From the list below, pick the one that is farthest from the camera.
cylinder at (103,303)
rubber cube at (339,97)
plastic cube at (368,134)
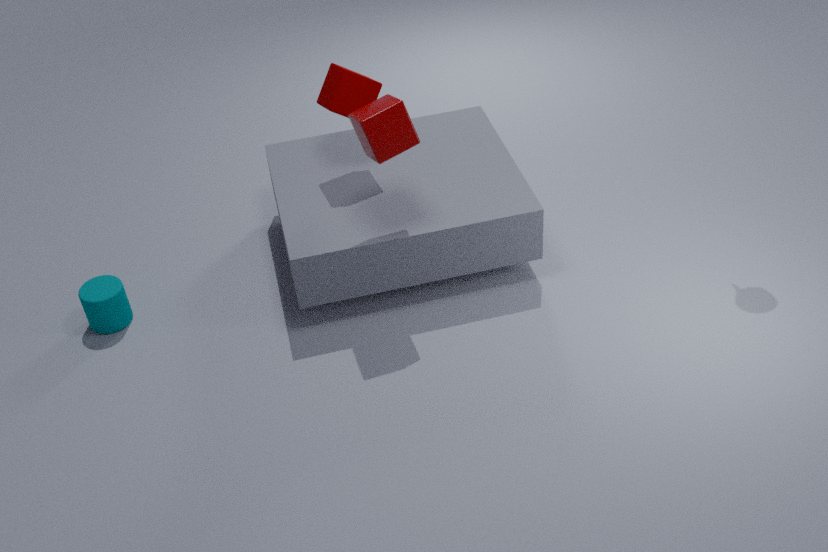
cylinder at (103,303)
